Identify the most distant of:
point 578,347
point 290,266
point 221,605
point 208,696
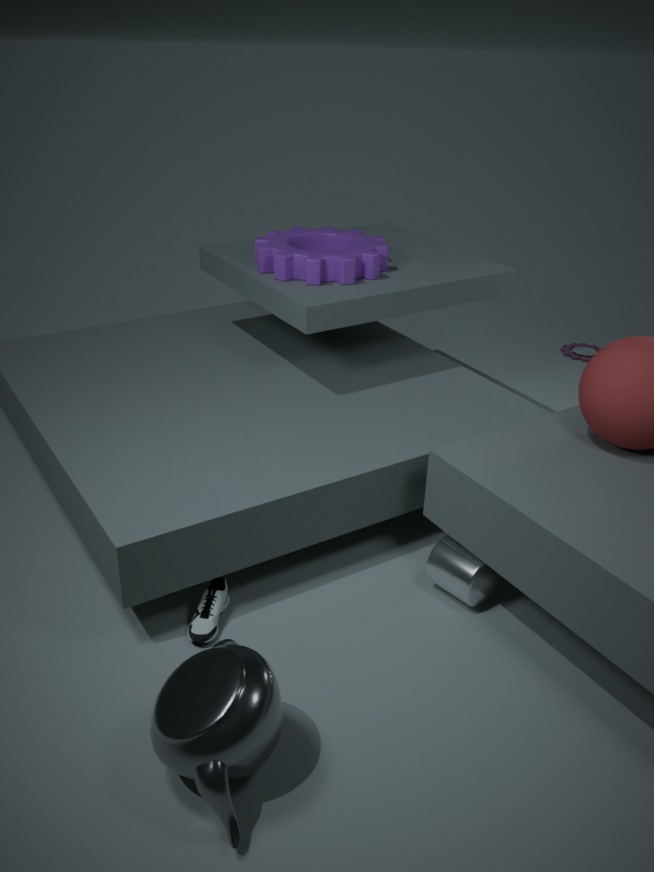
point 578,347
